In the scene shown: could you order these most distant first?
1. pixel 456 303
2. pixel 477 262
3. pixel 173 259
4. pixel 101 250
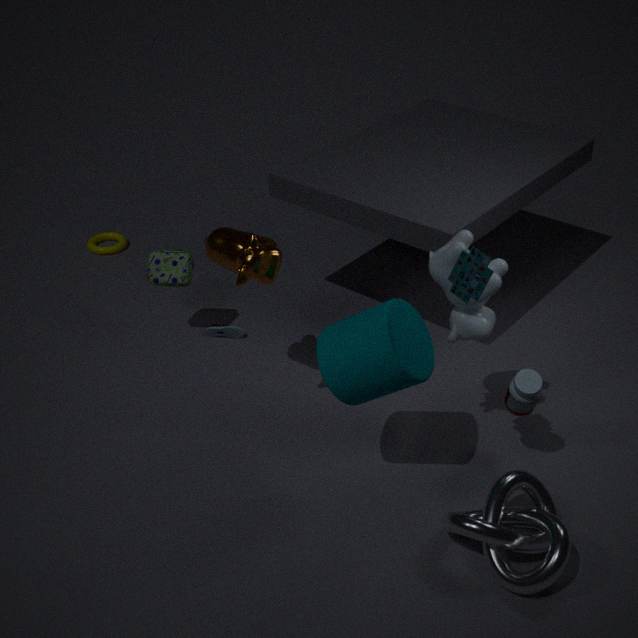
1. pixel 101 250
2. pixel 173 259
3. pixel 456 303
4. pixel 477 262
